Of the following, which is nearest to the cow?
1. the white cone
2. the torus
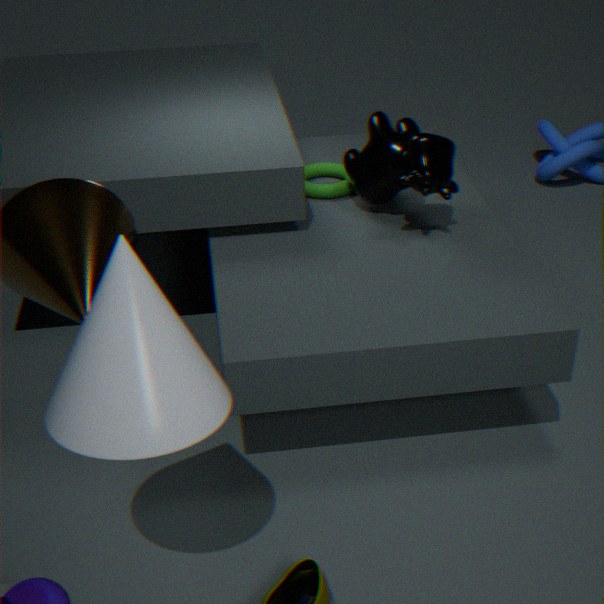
the torus
